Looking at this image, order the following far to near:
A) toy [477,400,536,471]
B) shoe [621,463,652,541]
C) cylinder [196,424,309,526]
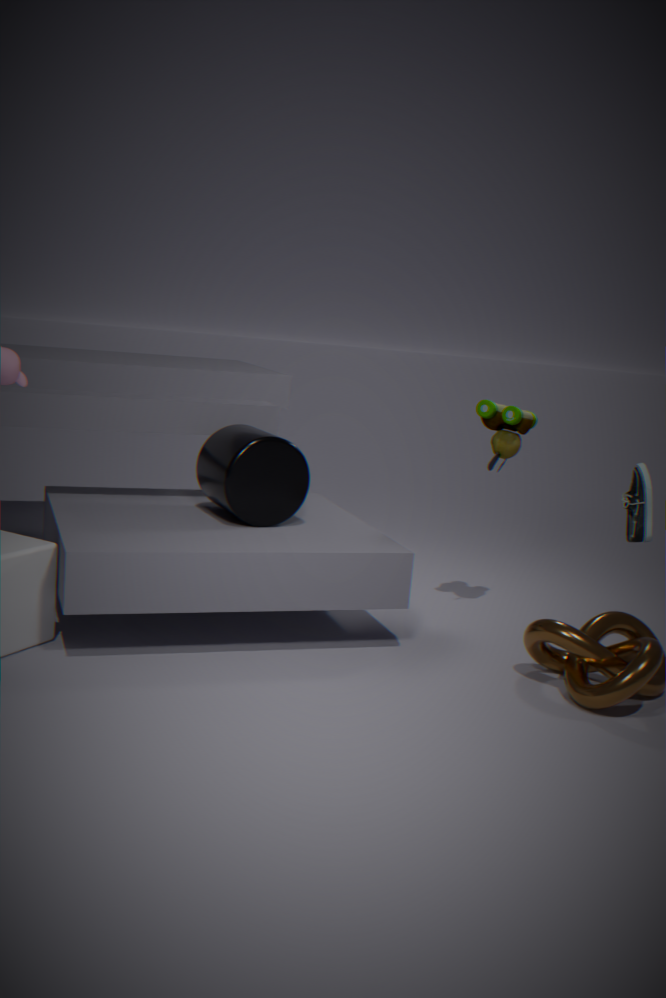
toy [477,400,536,471]
cylinder [196,424,309,526]
shoe [621,463,652,541]
